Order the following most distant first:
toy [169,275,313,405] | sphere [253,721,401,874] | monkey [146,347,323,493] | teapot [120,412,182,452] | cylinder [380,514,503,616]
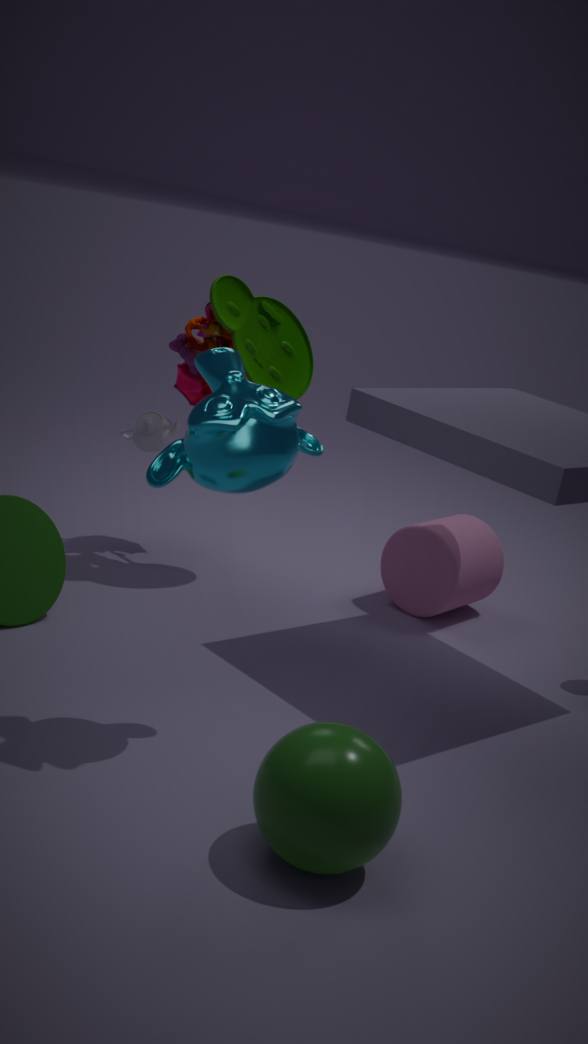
1. teapot [120,412,182,452]
2. cylinder [380,514,503,616]
3. toy [169,275,313,405]
4. monkey [146,347,323,493]
5. sphere [253,721,401,874]
